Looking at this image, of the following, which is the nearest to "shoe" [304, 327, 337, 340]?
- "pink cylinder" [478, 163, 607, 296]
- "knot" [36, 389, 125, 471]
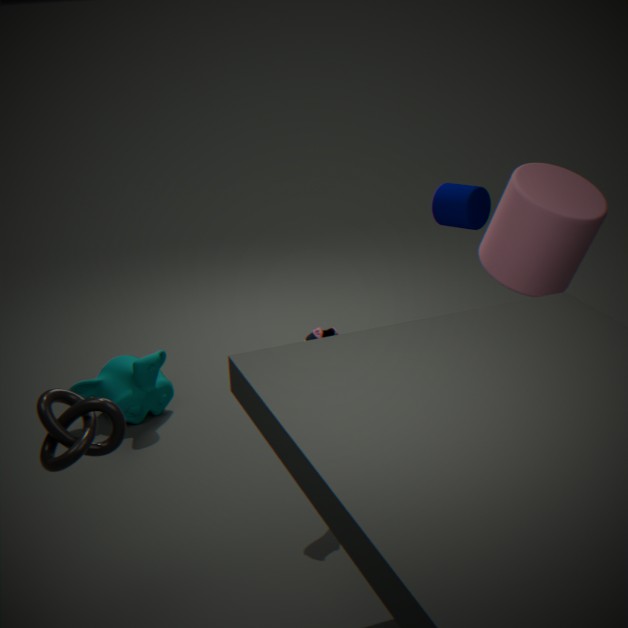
"pink cylinder" [478, 163, 607, 296]
